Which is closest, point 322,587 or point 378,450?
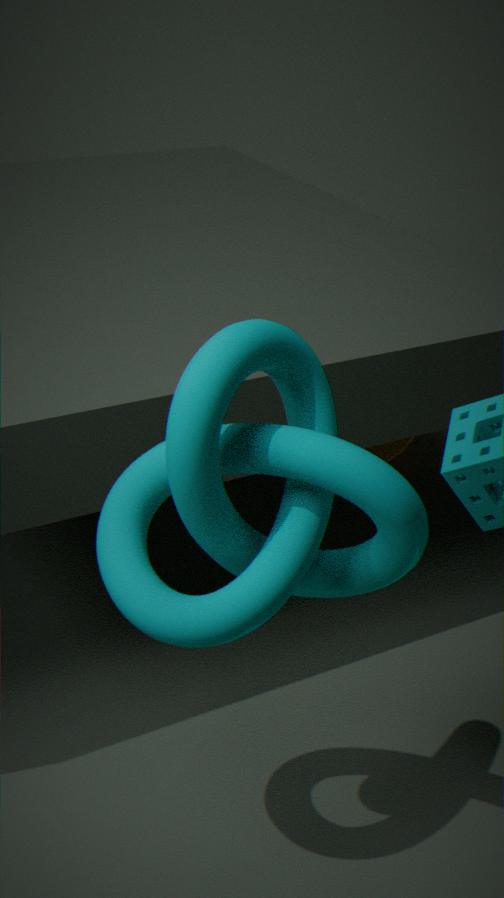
point 322,587
